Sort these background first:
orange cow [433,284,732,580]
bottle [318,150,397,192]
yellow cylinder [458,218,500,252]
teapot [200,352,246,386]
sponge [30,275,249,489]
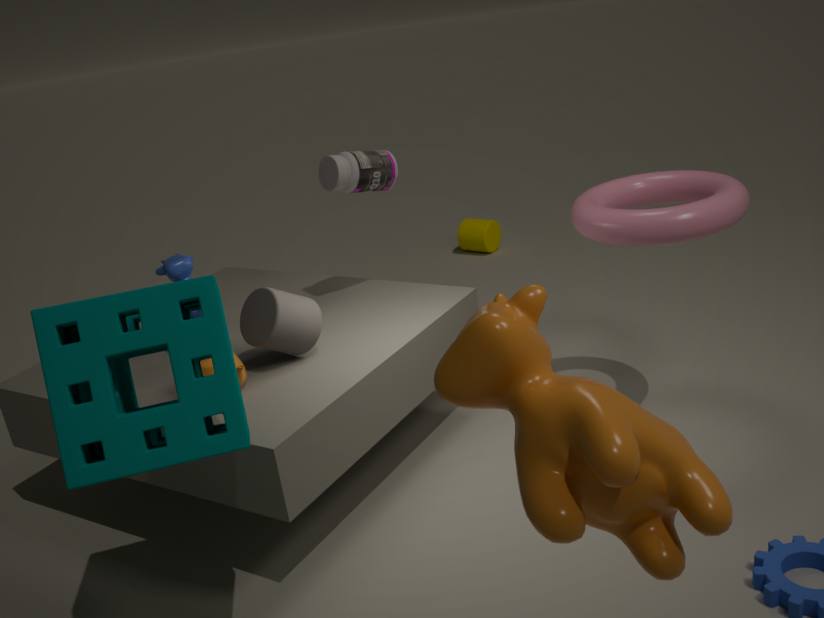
yellow cylinder [458,218,500,252]
bottle [318,150,397,192]
teapot [200,352,246,386]
sponge [30,275,249,489]
orange cow [433,284,732,580]
